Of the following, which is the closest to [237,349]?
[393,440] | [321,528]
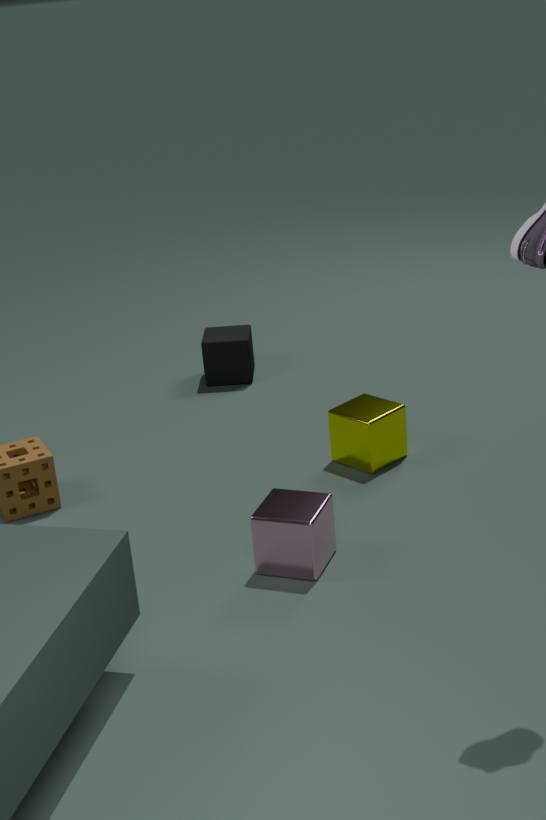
[393,440]
